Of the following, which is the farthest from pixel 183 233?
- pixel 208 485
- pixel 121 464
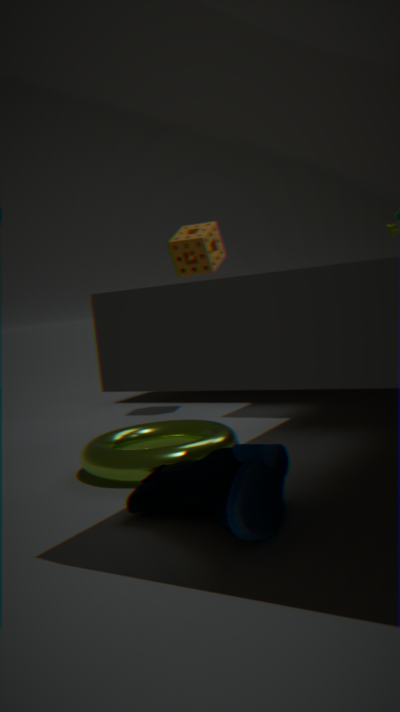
pixel 208 485
